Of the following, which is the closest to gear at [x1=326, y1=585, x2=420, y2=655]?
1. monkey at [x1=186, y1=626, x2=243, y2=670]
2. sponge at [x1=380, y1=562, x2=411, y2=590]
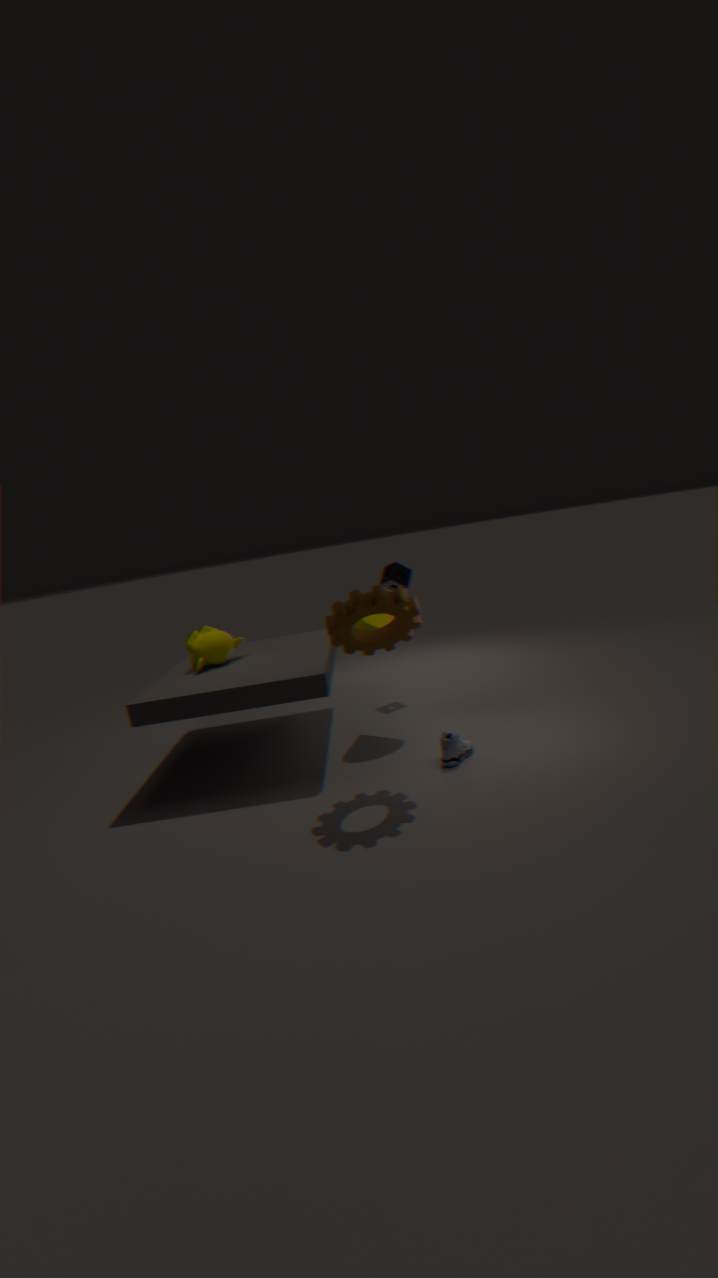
monkey at [x1=186, y1=626, x2=243, y2=670]
